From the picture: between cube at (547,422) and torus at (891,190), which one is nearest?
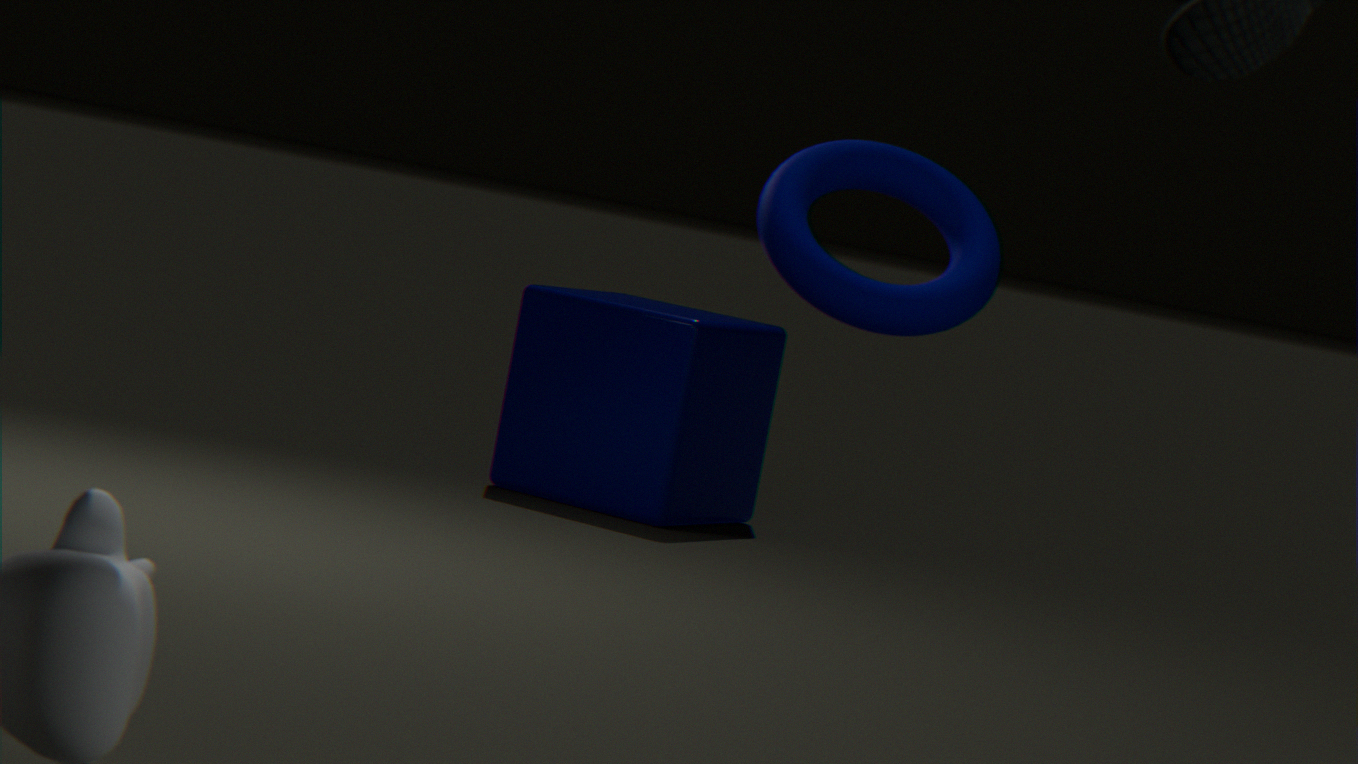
torus at (891,190)
